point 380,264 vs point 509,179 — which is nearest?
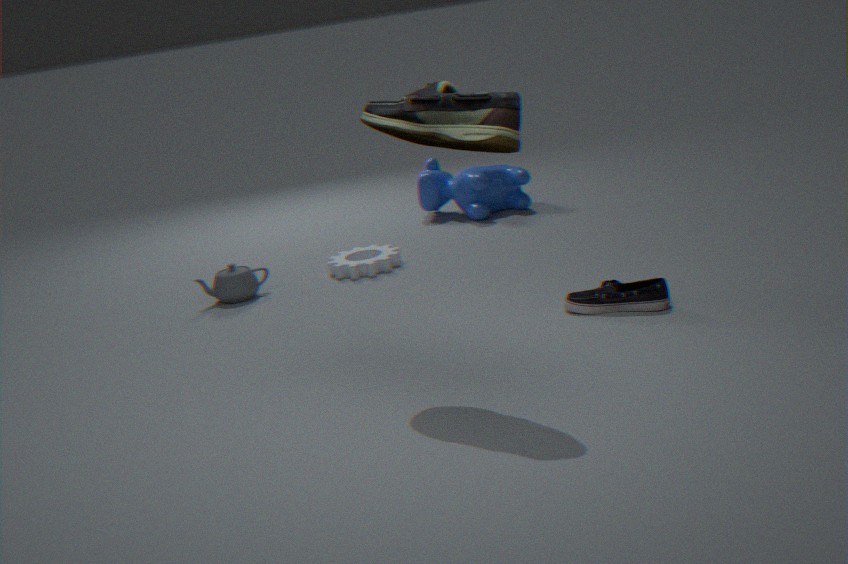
point 380,264
